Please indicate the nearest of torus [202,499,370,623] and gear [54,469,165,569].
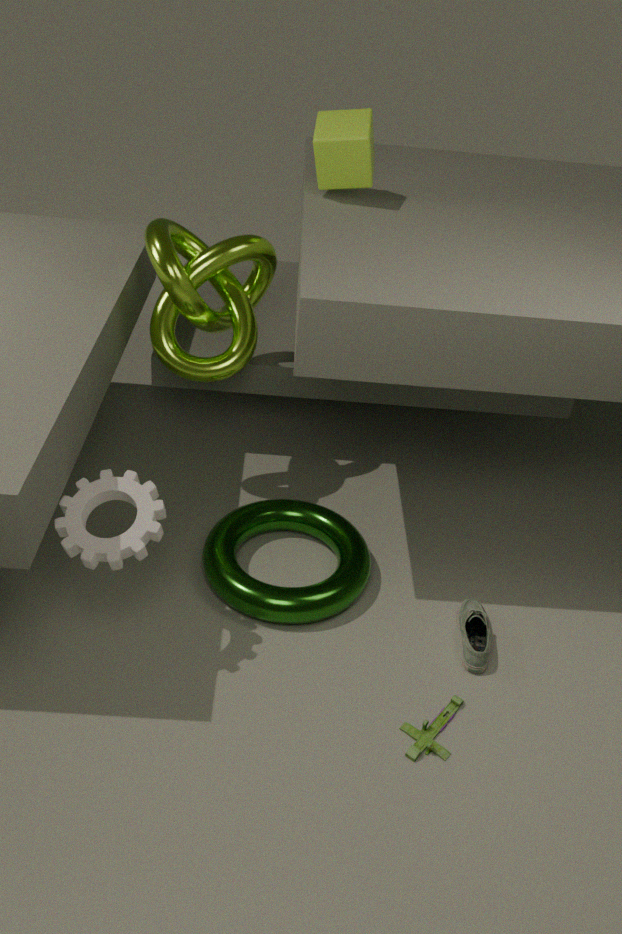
gear [54,469,165,569]
